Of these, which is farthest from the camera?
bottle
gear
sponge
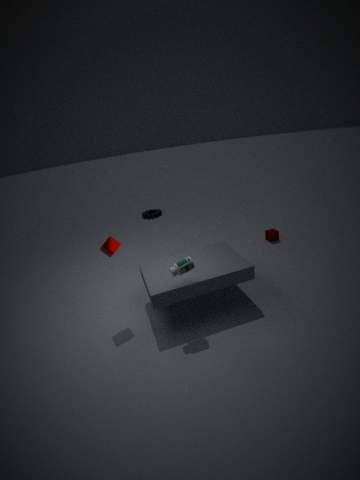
gear
